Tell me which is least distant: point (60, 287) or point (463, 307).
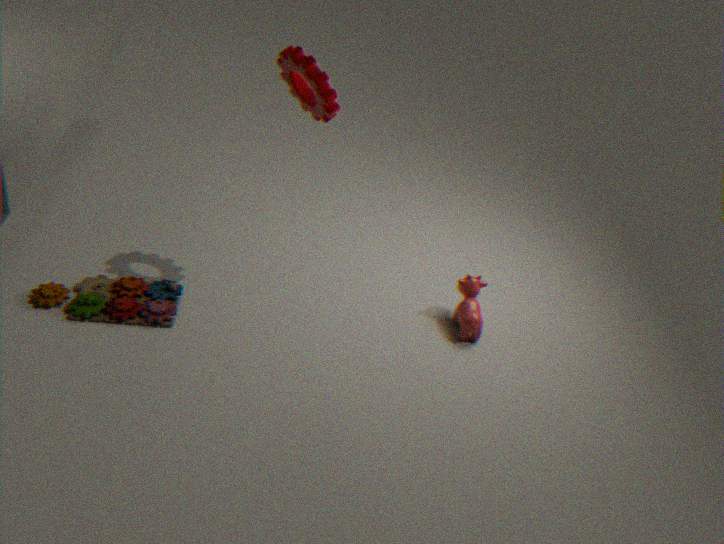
point (60, 287)
